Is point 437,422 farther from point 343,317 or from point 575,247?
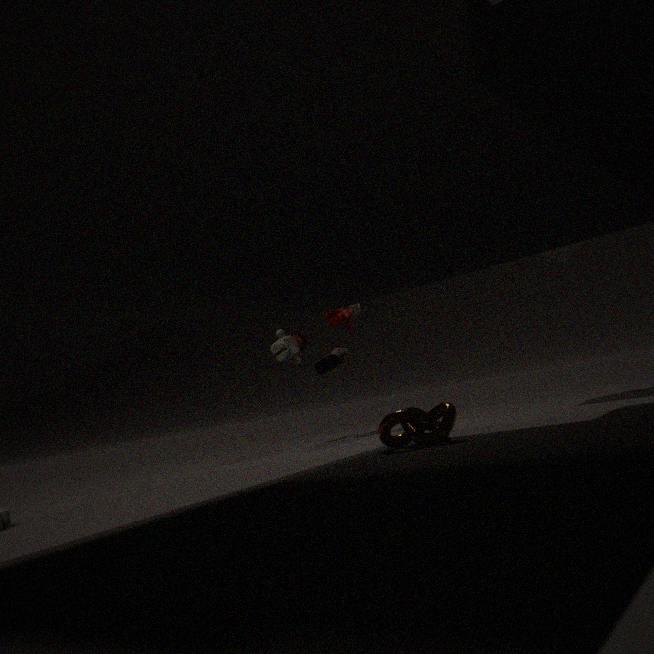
point 343,317
